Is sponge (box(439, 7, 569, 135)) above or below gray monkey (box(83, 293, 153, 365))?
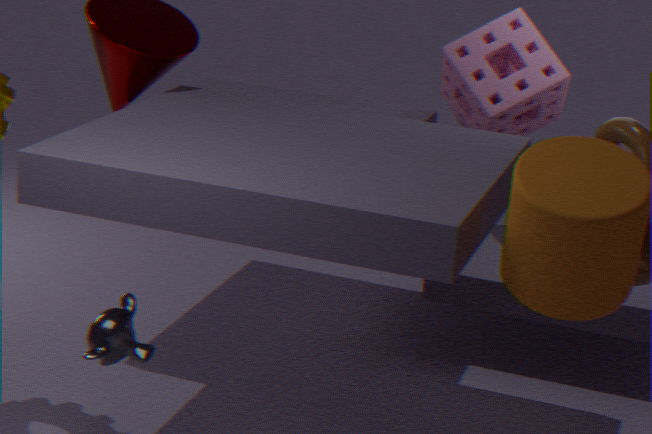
above
